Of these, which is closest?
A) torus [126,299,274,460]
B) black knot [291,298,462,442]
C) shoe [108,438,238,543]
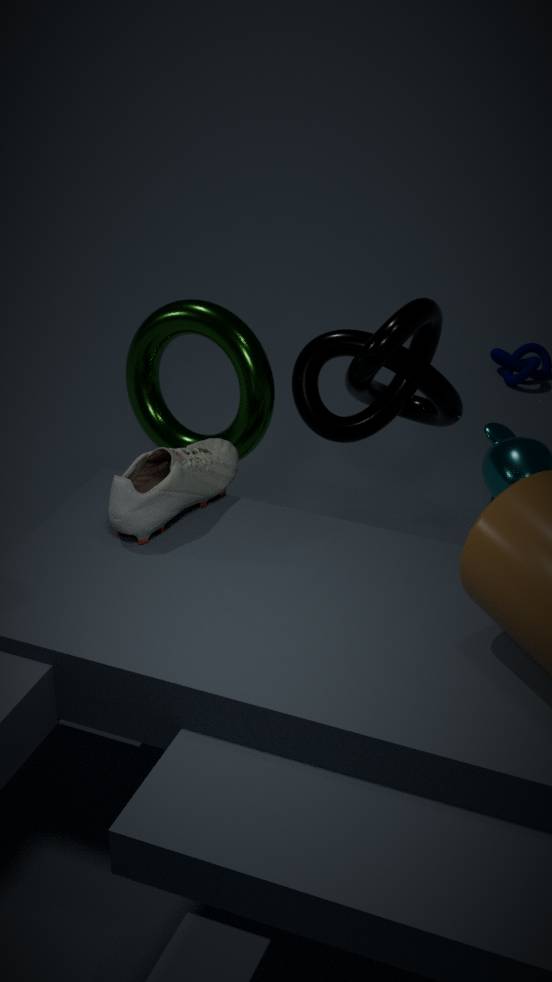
shoe [108,438,238,543]
